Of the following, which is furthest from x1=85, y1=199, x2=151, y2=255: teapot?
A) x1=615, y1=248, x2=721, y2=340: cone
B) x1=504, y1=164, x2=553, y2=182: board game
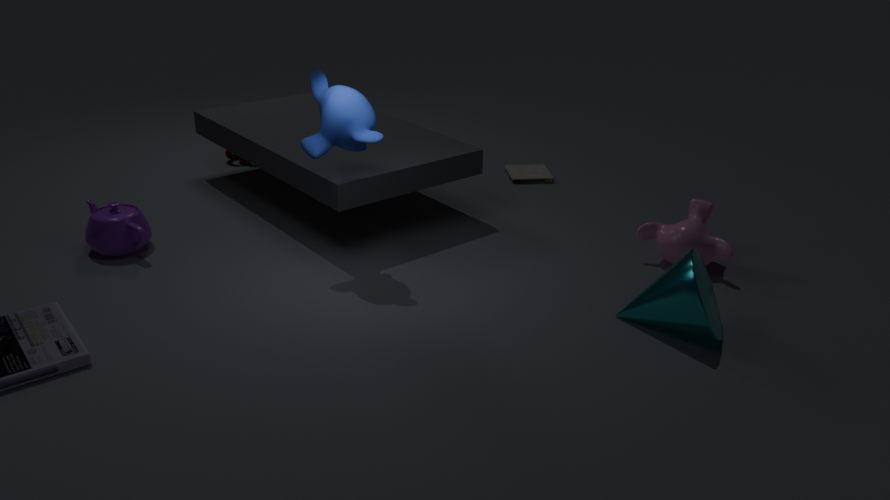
x1=615, y1=248, x2=721, y2=340: cone
